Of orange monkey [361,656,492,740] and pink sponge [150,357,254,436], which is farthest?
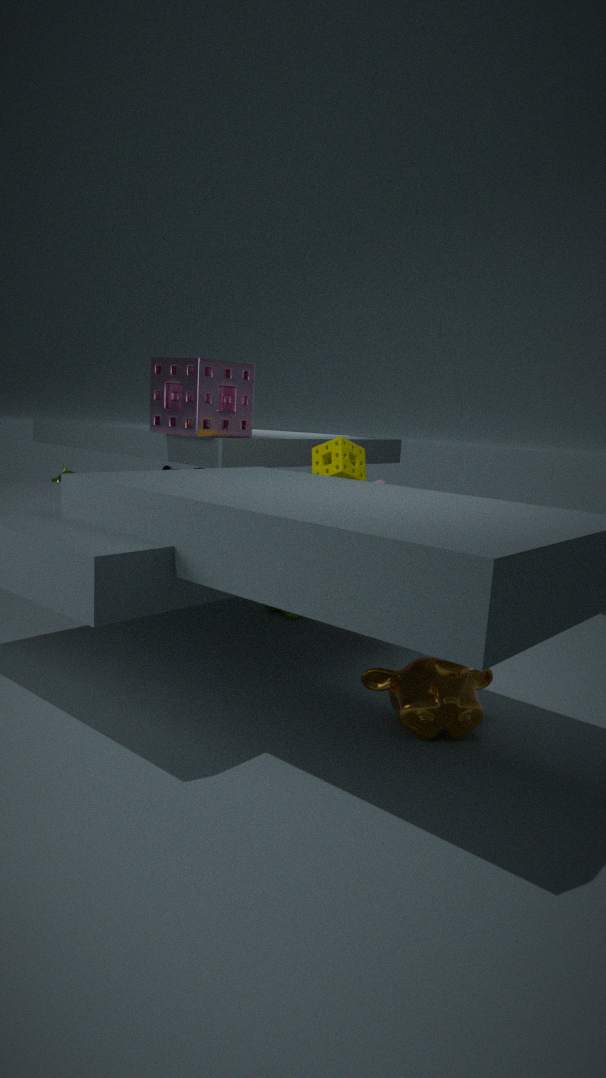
pink sponge [150,357,254,436]
